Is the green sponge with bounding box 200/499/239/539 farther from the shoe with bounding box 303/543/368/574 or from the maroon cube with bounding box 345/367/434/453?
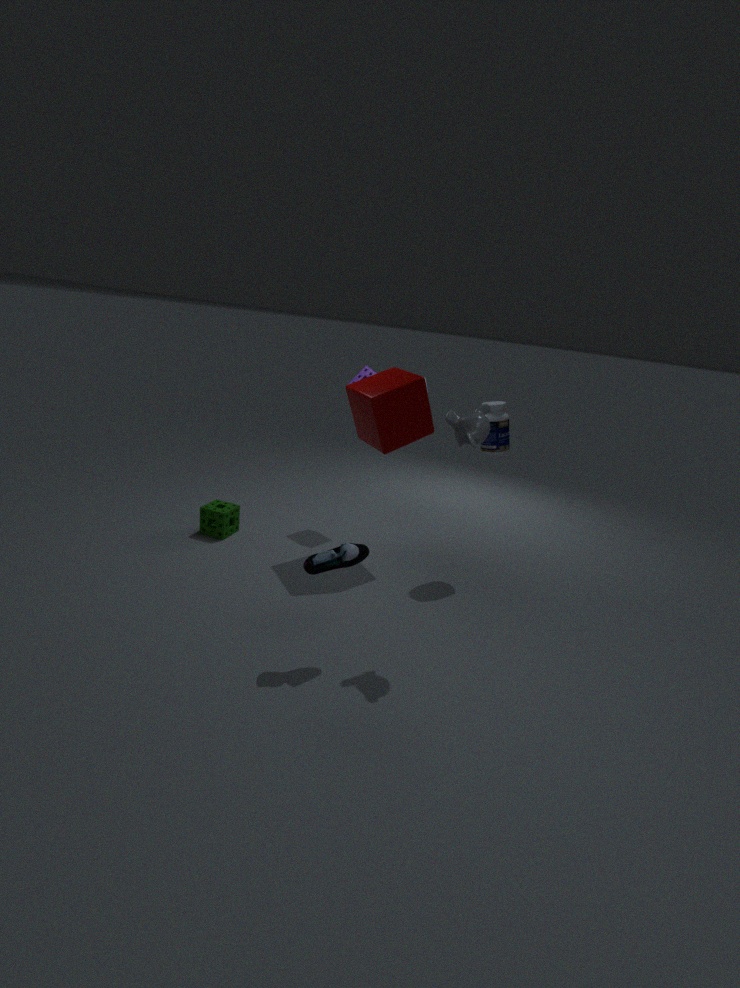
the shoe with bounding box 303/543/368/574
